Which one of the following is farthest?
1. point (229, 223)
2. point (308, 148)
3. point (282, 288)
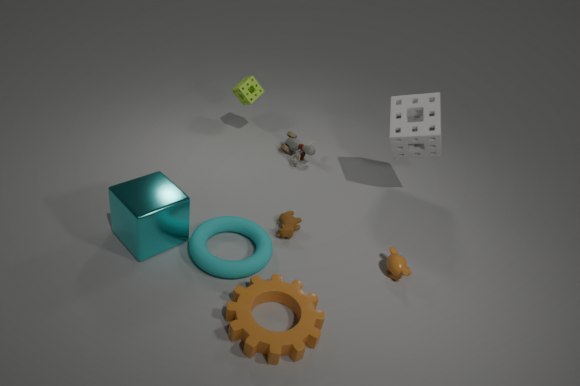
point (308, 148)
